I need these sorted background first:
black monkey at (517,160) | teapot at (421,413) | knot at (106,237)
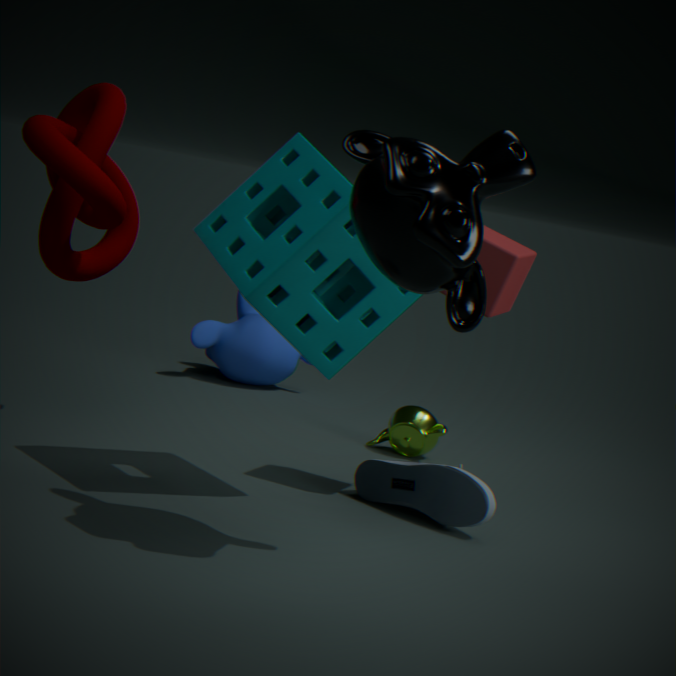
1. teapot at (421,413)
2. knot at (106,237)
3. black monkey at (517,160)
